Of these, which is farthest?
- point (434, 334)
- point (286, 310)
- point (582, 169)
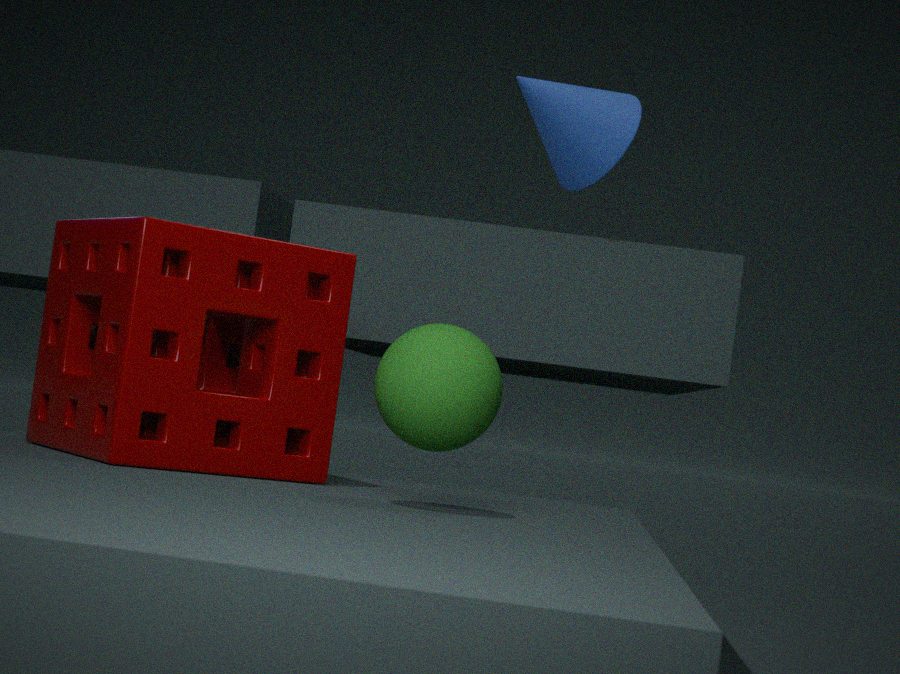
point (582, 169)
